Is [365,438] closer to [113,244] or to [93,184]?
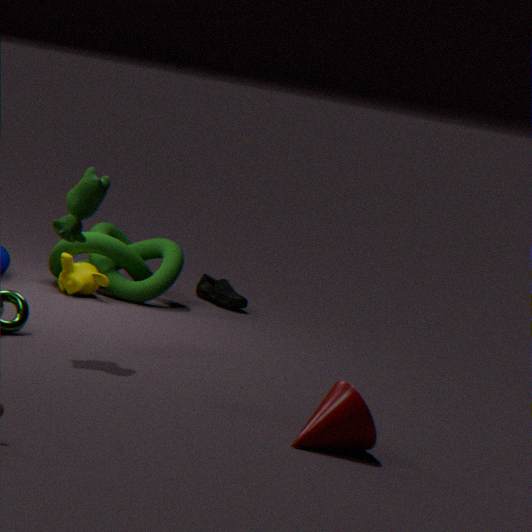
[93,184]
